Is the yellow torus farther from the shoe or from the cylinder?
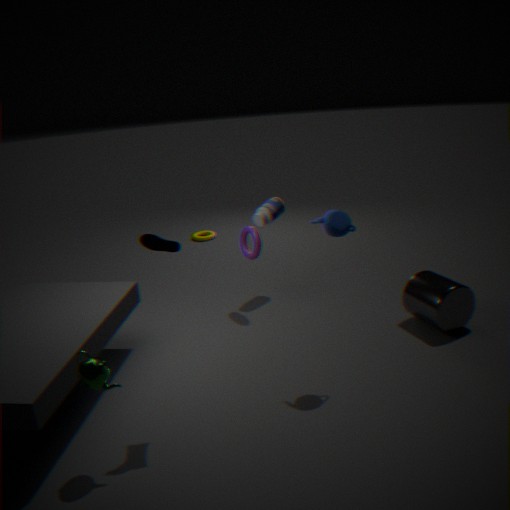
the shoe
